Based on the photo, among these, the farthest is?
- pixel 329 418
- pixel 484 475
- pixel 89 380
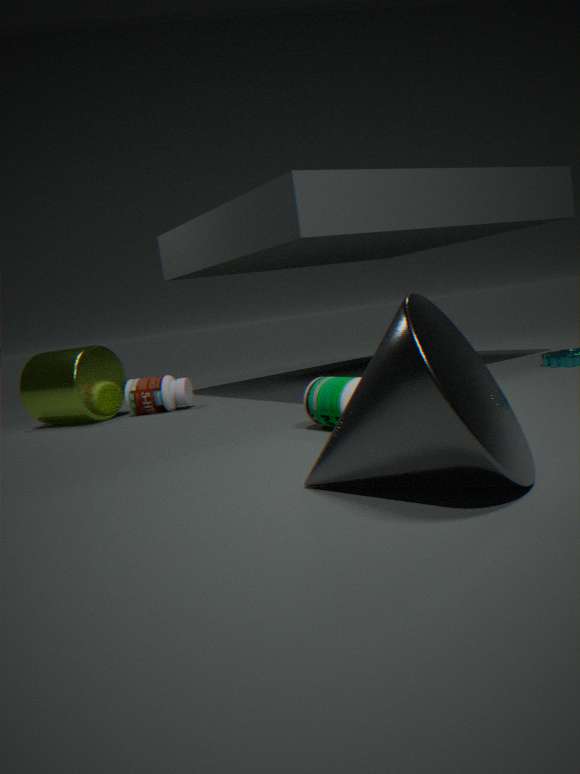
pixel 89 380
